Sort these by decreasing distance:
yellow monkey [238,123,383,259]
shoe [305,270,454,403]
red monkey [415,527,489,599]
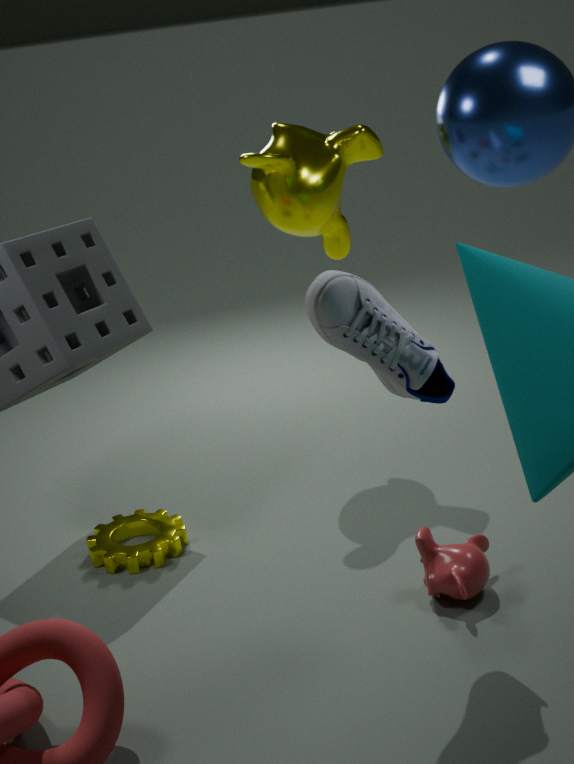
yellow monkey [238,123,383,259] < red monkey [415,527,489,599] < shoe [305,270,454,403]
